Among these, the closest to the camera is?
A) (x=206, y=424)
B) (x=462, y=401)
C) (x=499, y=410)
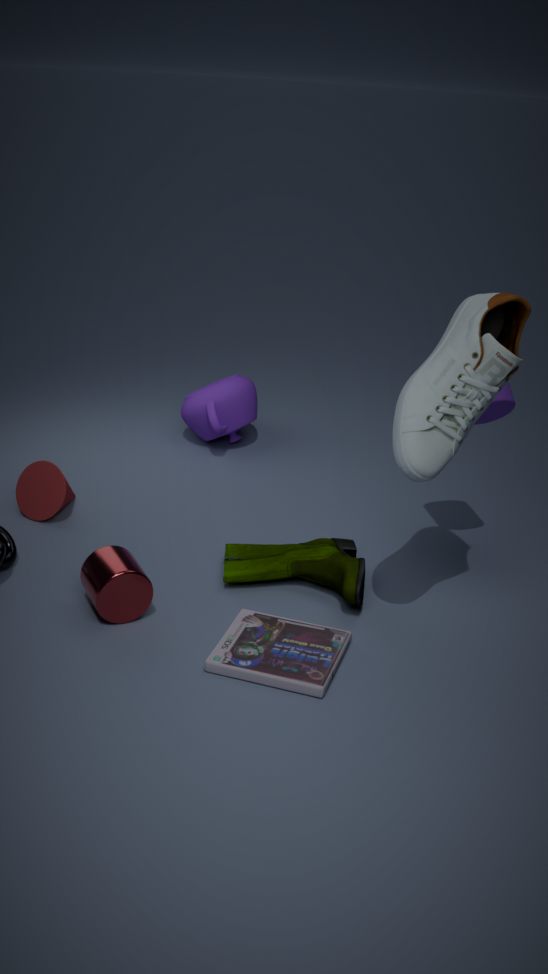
(x=462, y=401)
